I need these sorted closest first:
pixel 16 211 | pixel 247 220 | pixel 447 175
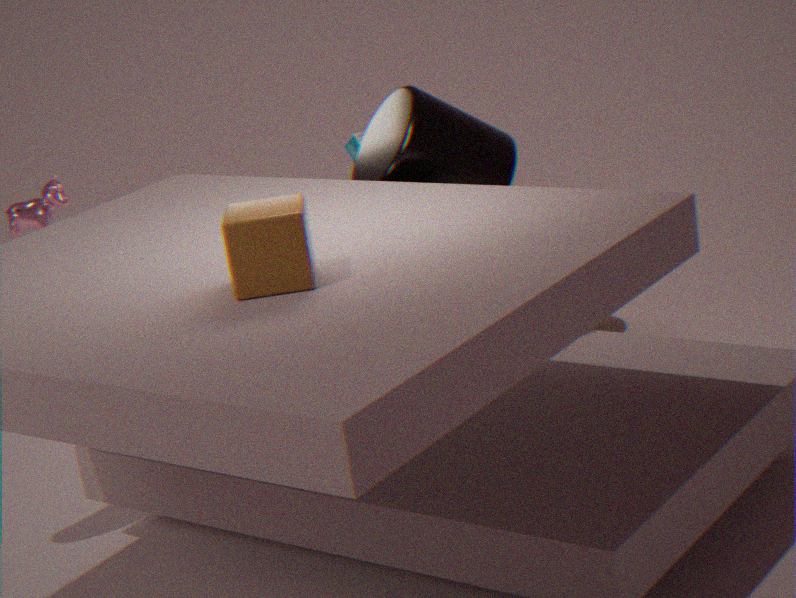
1. pixel 247 220
2. pixel 447 175
3. pixel 16 211
